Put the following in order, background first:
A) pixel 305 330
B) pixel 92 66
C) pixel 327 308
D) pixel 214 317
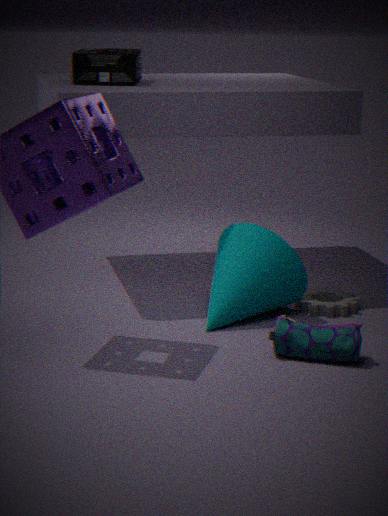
pixel 92 66 → pixel 327 308 → pixel 214 317 → pixel 305 330
